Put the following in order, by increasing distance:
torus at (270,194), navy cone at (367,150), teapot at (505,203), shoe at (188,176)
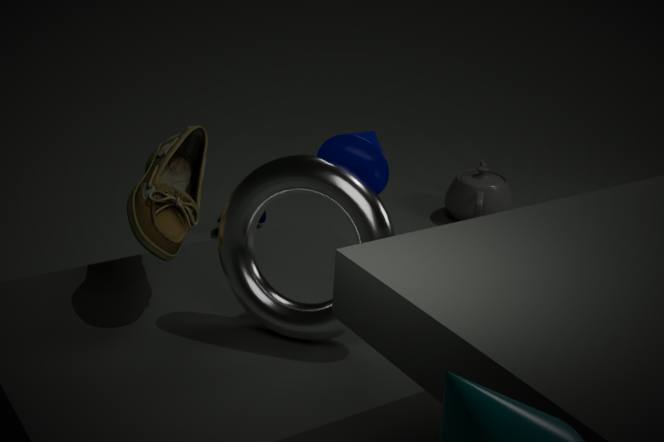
torus at (270,194) → navy cone at (367,150) → shoe at (188,176) → teapot at (505,203)
